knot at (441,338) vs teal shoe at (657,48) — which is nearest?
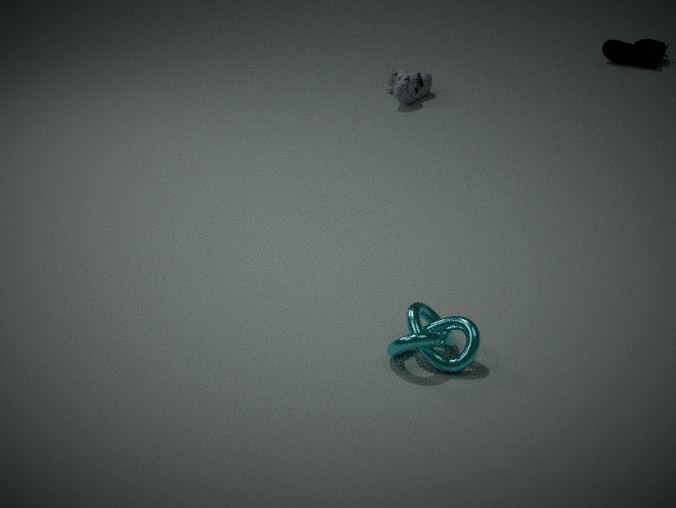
knot at (441,338)
